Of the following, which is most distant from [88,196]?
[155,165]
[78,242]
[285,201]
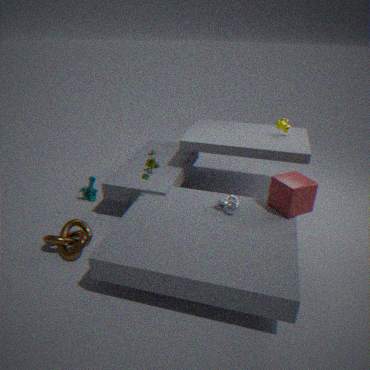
[285,201]
